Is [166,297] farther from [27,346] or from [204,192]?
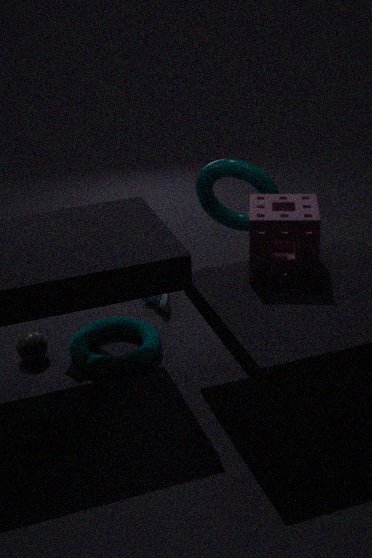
[27,346]
